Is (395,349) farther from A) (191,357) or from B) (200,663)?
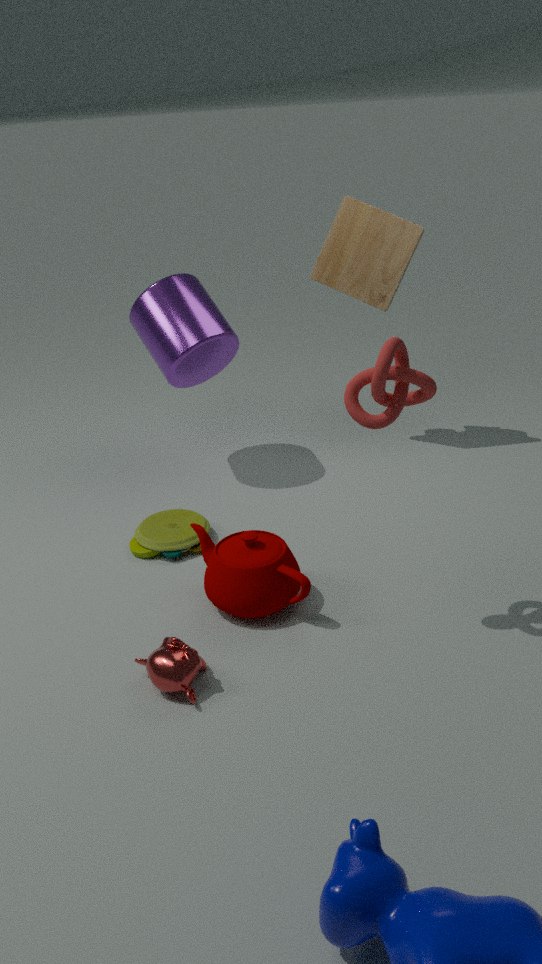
A) (191,357)
